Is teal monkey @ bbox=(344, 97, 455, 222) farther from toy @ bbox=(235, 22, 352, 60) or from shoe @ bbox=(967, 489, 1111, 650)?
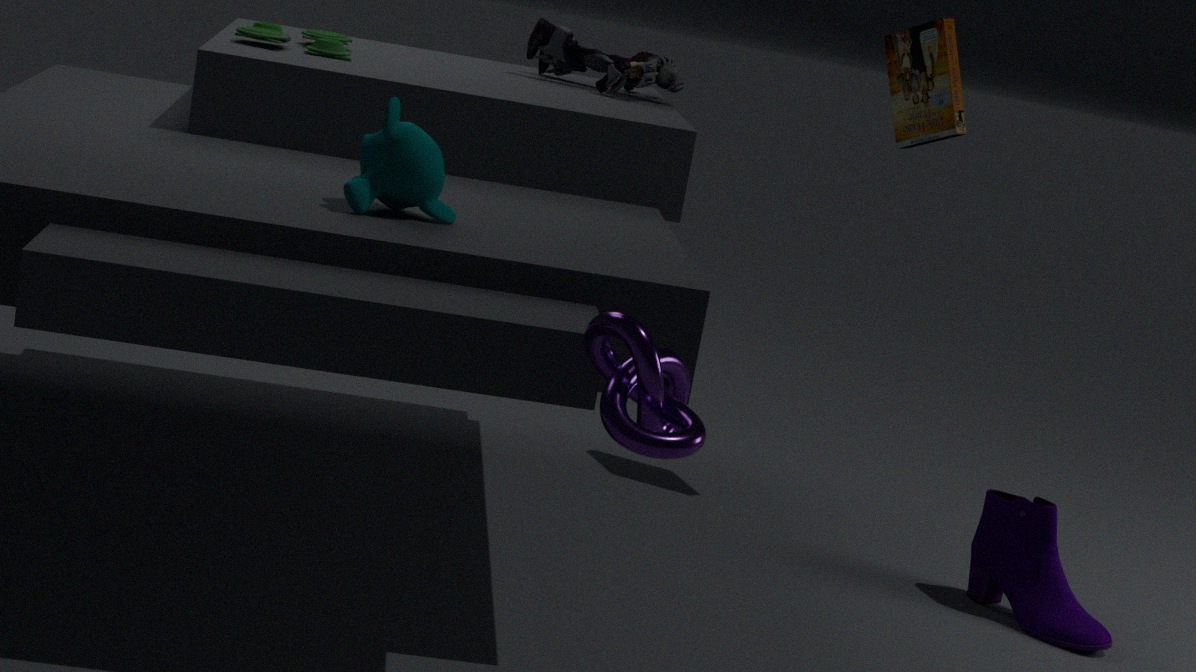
shoe @ bbox=(967, 489, 1111, 650)
